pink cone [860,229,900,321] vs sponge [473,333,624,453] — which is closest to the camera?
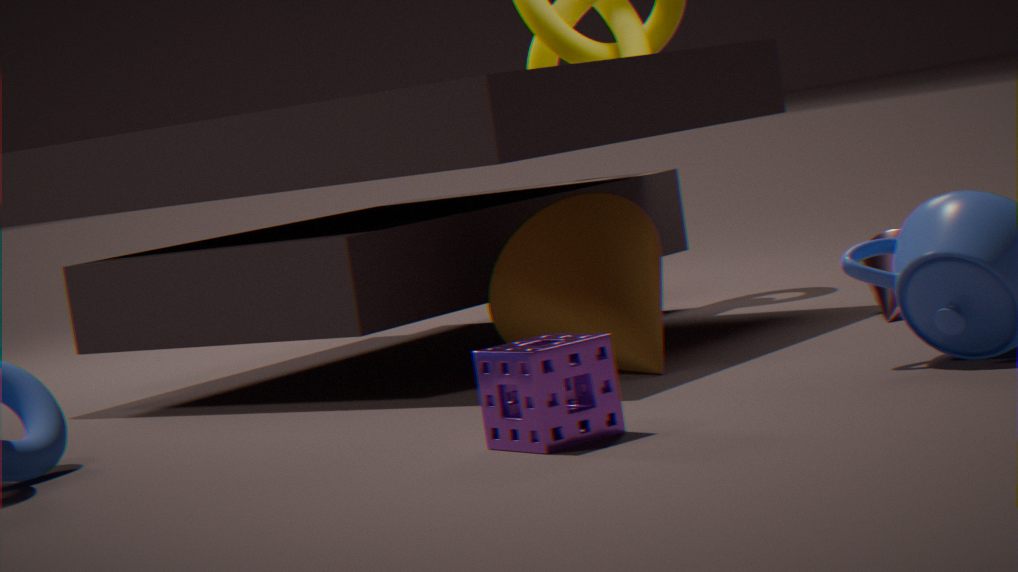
sponge [473,333,624,453]
